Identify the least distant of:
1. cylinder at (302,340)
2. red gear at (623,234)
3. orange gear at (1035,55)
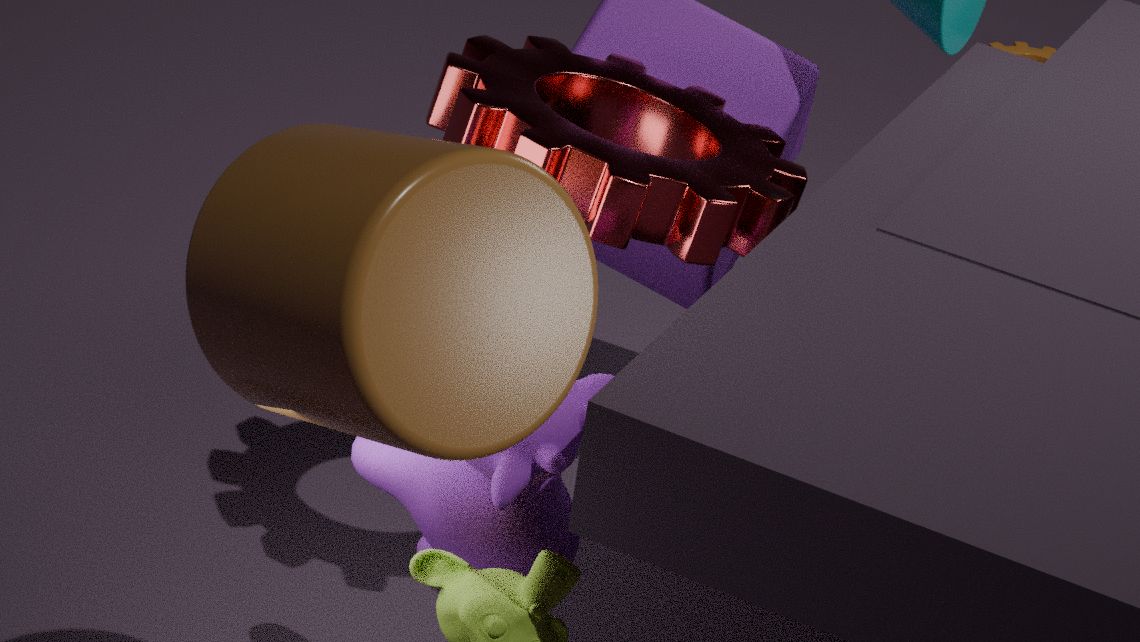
cylinder at (302,340)
